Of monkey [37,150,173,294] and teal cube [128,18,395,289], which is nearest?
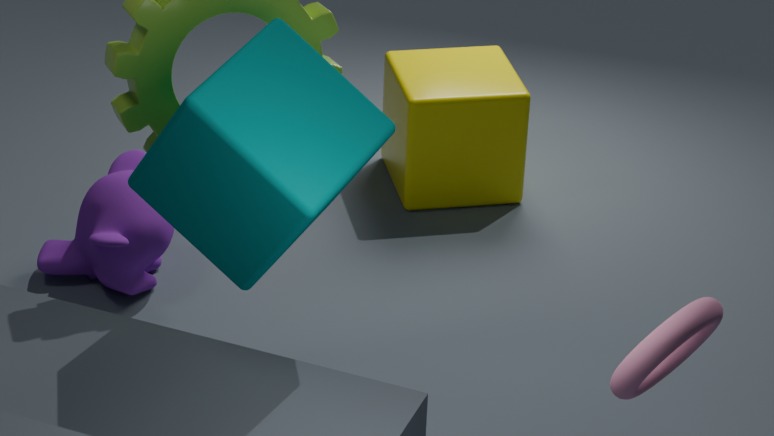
teal cube [128,18,395,289]
